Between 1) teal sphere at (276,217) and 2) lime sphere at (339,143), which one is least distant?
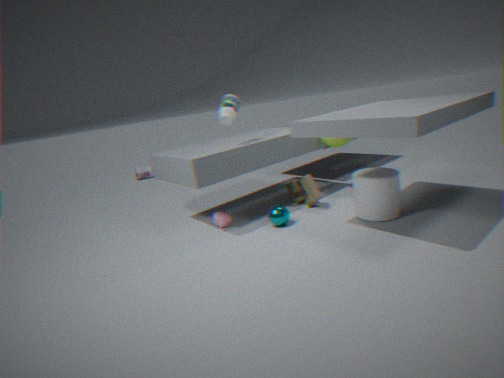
1. teal sphere at (276,217)
